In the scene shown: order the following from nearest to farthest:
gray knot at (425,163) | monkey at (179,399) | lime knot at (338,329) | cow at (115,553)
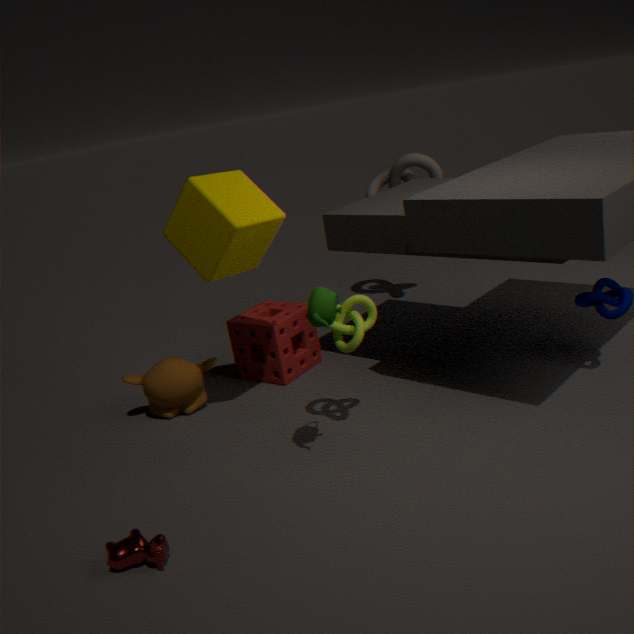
cow at (115,553) → lime knot at (338,329) → monkey at (179,399) → gray knot at (425,163)
